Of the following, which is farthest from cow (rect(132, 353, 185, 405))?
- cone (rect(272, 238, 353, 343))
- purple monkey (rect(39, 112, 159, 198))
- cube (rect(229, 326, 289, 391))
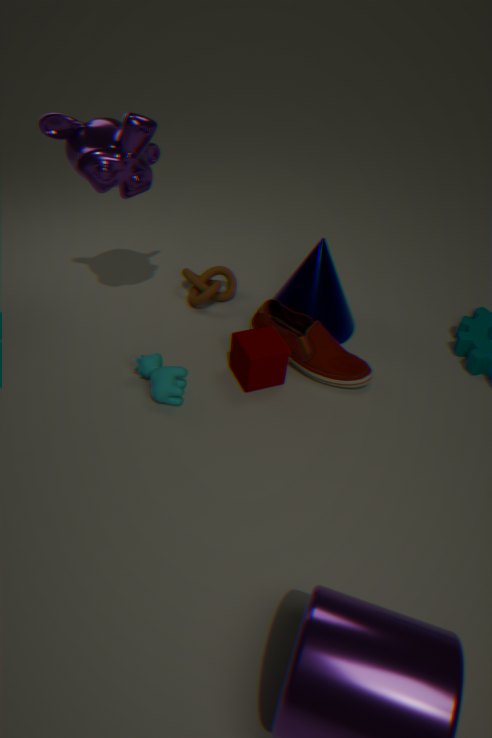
purple monkey (rect(39, 112, 159, 198))
